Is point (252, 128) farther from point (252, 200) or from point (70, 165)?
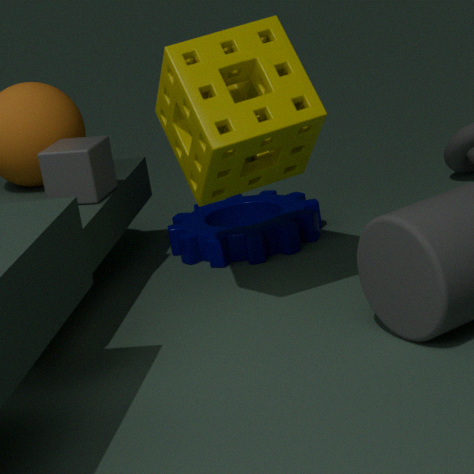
point (252, 200)
